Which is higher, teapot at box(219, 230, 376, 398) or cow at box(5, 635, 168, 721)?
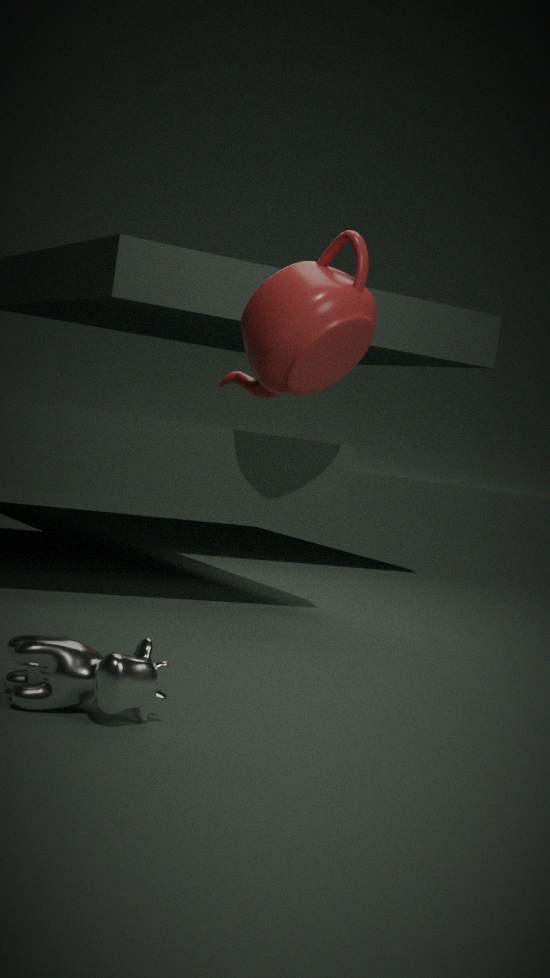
teapot at box(219, 230, 376, 398)
